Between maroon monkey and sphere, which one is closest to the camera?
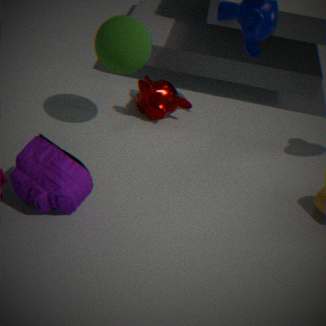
sphere
